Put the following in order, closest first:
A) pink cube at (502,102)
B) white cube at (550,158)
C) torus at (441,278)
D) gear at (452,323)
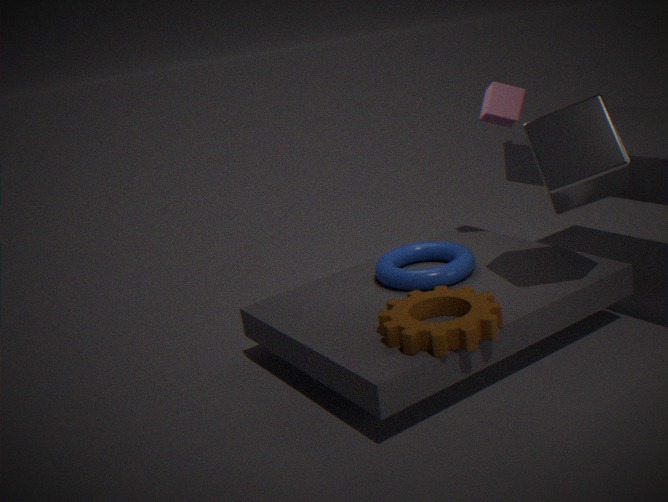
gear at (452,323) → white cube at (550,158) → torus at (441,278) → pink cube at (502,102)
